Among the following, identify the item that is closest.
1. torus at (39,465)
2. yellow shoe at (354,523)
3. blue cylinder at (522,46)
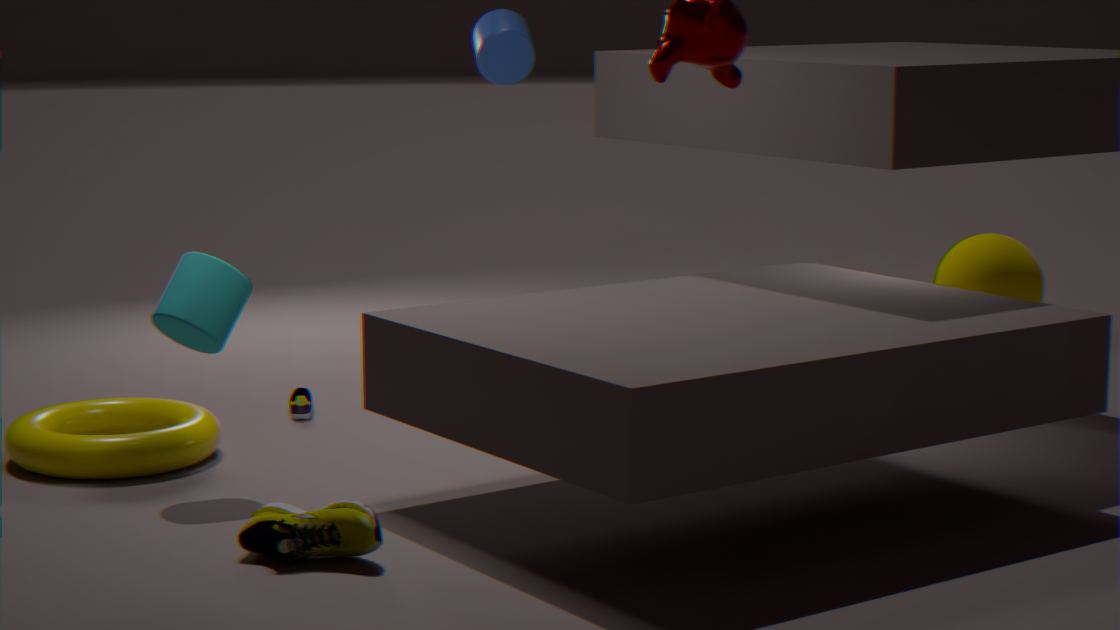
yellow shoe at (354,523)
